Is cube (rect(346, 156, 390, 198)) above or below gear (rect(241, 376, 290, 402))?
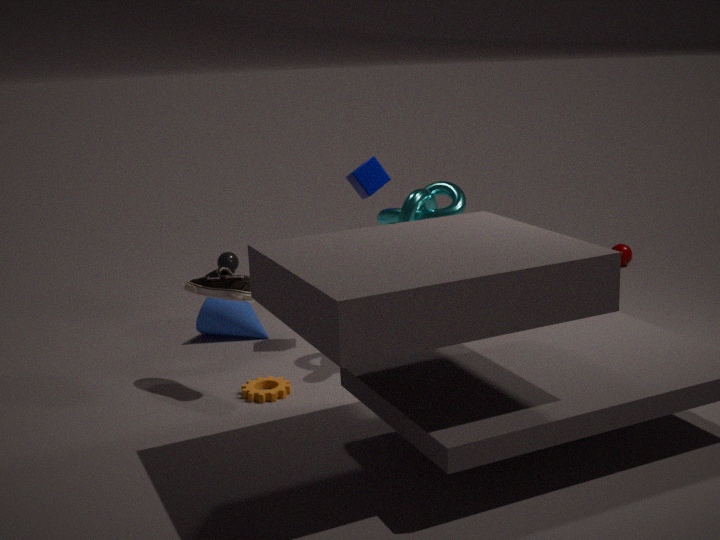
above
